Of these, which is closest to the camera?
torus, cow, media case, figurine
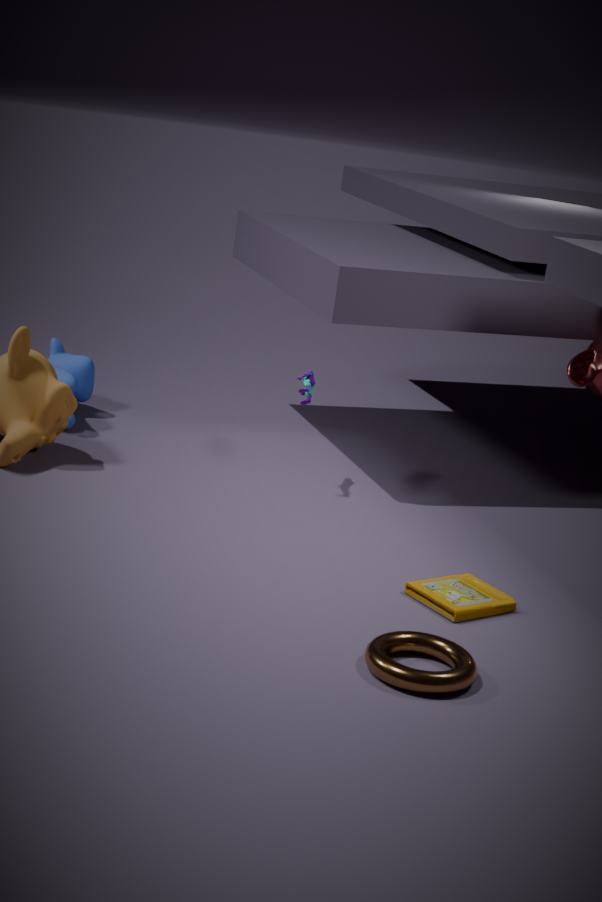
torus
